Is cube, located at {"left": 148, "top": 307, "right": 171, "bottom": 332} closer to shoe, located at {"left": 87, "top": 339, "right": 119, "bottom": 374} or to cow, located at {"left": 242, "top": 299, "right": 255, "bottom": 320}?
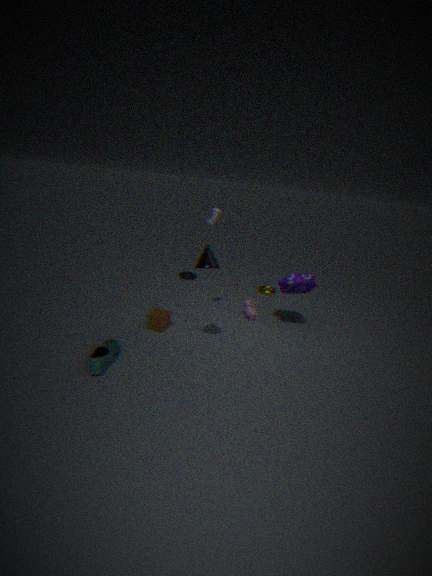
shoe, located at {"left": 87, "top": 339, "right": 119, "bottom": 374}
